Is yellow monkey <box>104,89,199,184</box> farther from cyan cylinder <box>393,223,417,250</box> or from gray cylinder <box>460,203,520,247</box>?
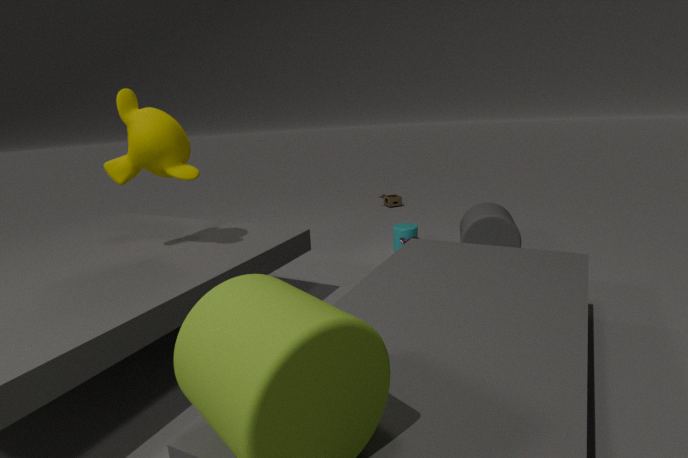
gray cylinder <box>460,203,520,247</box>
